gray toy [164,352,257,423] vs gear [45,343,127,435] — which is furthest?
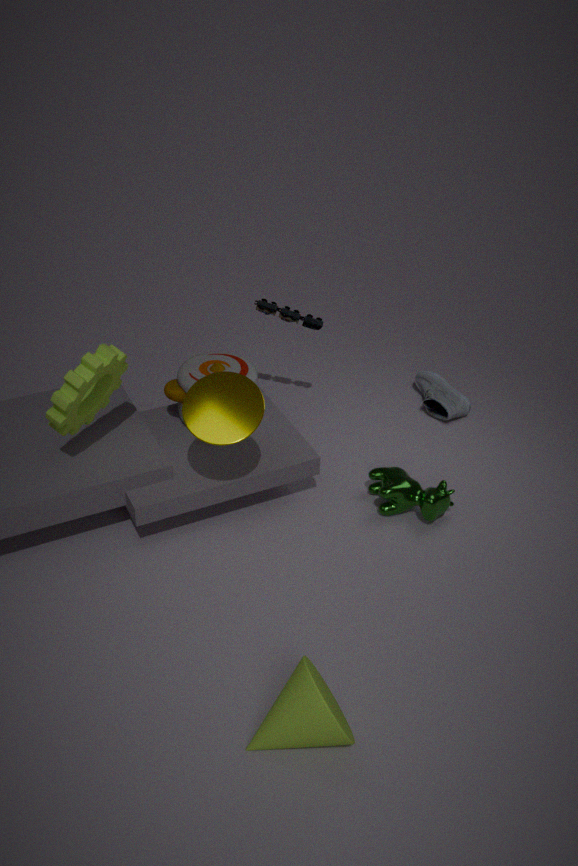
gray toy [164,352,257,423]
